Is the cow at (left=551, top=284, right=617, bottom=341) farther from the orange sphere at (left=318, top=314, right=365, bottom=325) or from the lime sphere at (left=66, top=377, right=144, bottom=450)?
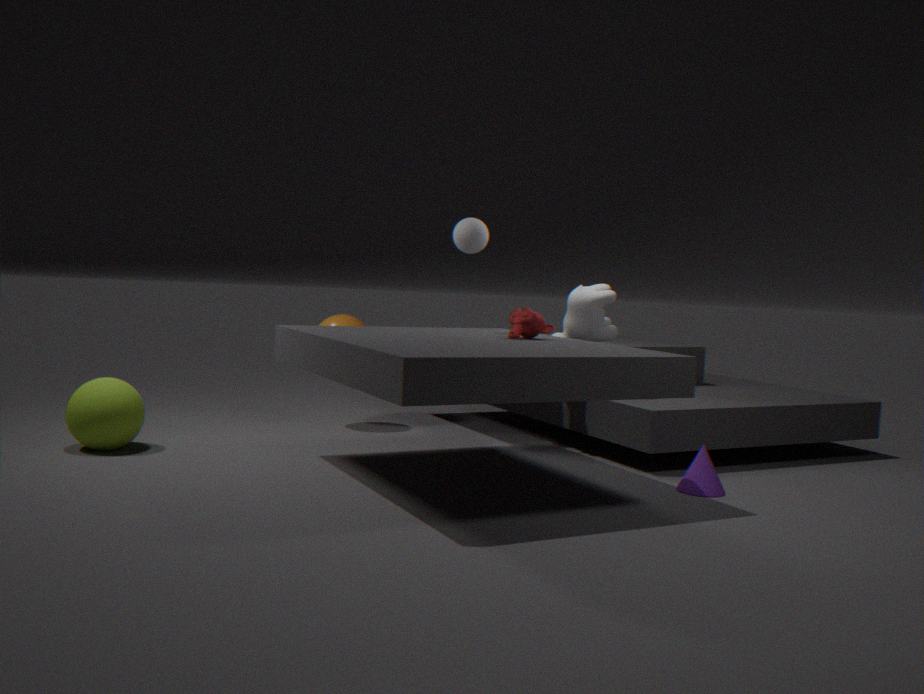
the lime sphere at (left=66, top=377, right=144, bottom=450)
